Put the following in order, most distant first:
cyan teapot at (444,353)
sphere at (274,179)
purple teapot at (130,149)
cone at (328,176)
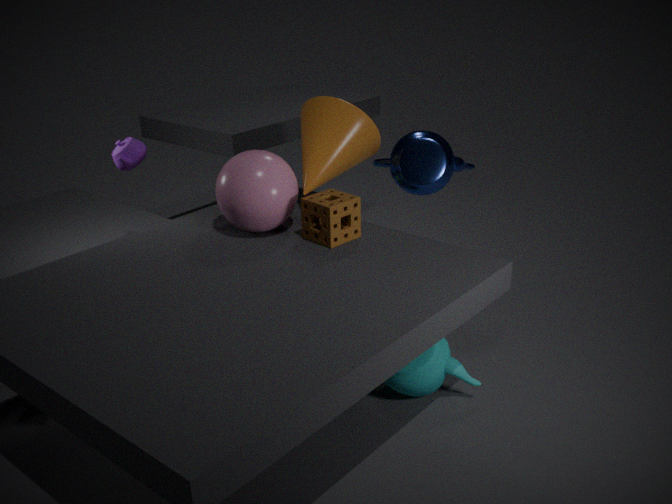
cone at (328,176), purple teapot at (130,149), cyan teapot at (444,353), sphere at (274,179)
